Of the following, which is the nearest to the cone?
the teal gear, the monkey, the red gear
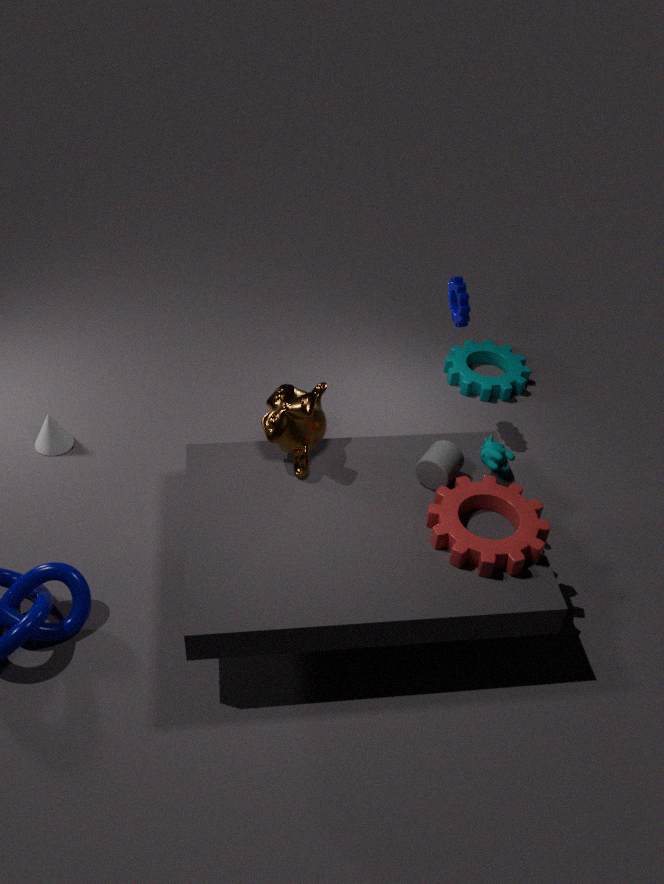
the monkey
